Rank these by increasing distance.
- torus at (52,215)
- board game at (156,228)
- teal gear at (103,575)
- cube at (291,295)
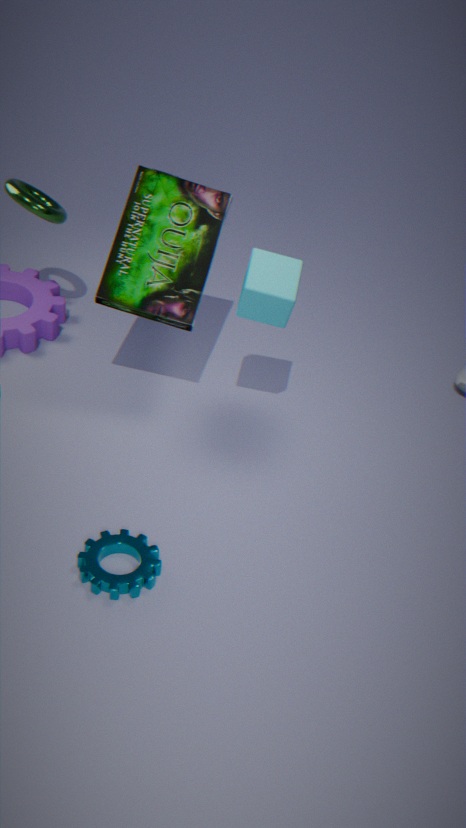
teal gear at (103,575) → cube at (291,295) → board game at (156,228) → torus at (52,215)
